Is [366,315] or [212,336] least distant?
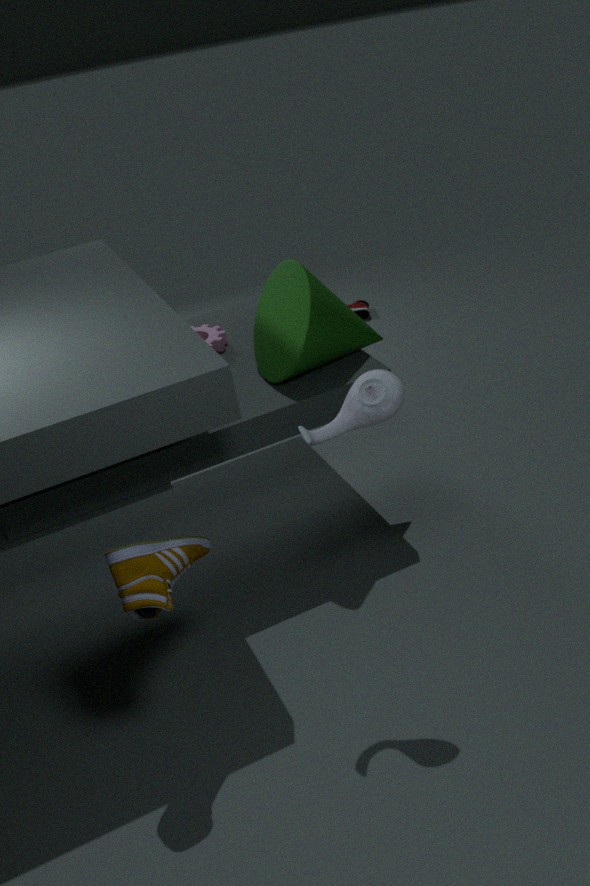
[212,336]
